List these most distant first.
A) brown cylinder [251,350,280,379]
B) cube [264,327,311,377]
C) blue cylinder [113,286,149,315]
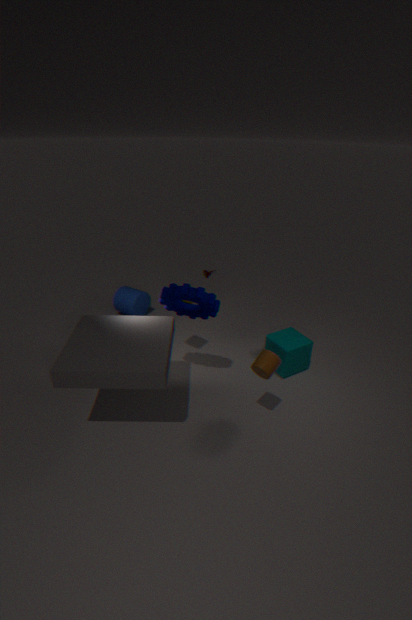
blue cylinder [113,286,149,315] < cube [264,327,311,377] < brown cylinder [251,350,280,379]
